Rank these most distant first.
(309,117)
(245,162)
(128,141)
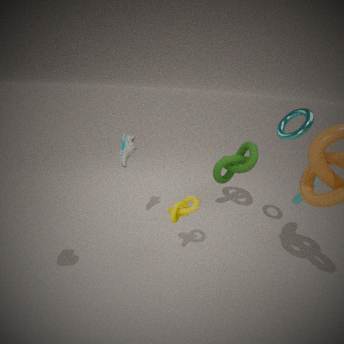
(245,162)
(128,141)
(309,117)
